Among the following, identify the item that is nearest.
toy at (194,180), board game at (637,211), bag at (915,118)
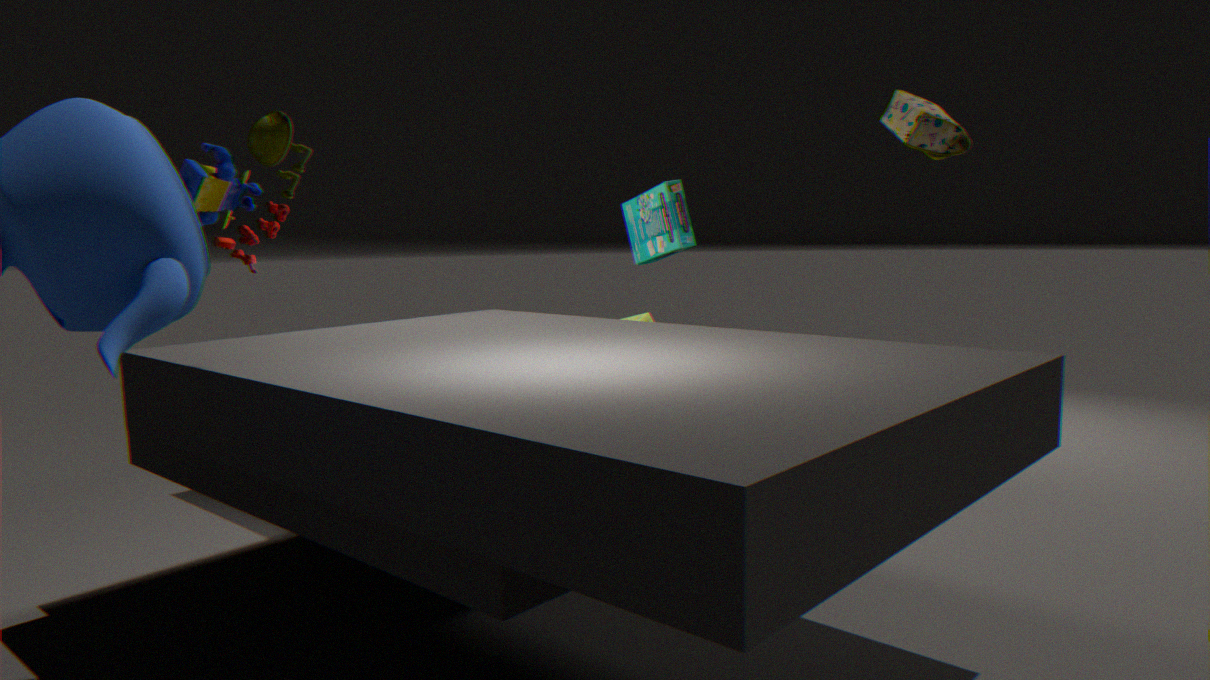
toy at (194,180)
